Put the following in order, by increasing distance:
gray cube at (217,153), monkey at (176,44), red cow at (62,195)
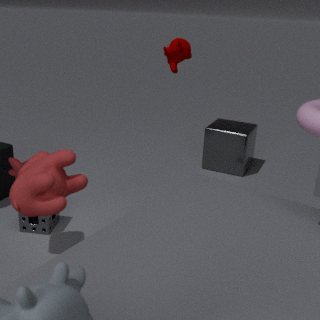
red cow at (62,195) → monkey at (176,44) → gray cube at (217,153)
